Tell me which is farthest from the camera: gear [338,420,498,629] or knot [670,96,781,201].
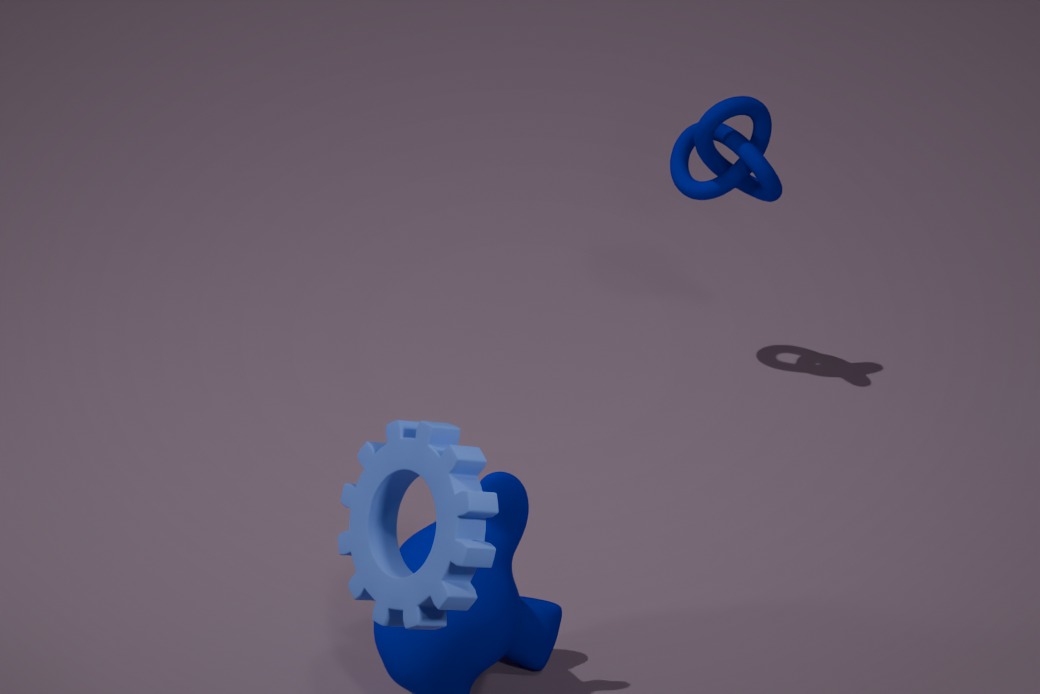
knot [670,96,781,201]
